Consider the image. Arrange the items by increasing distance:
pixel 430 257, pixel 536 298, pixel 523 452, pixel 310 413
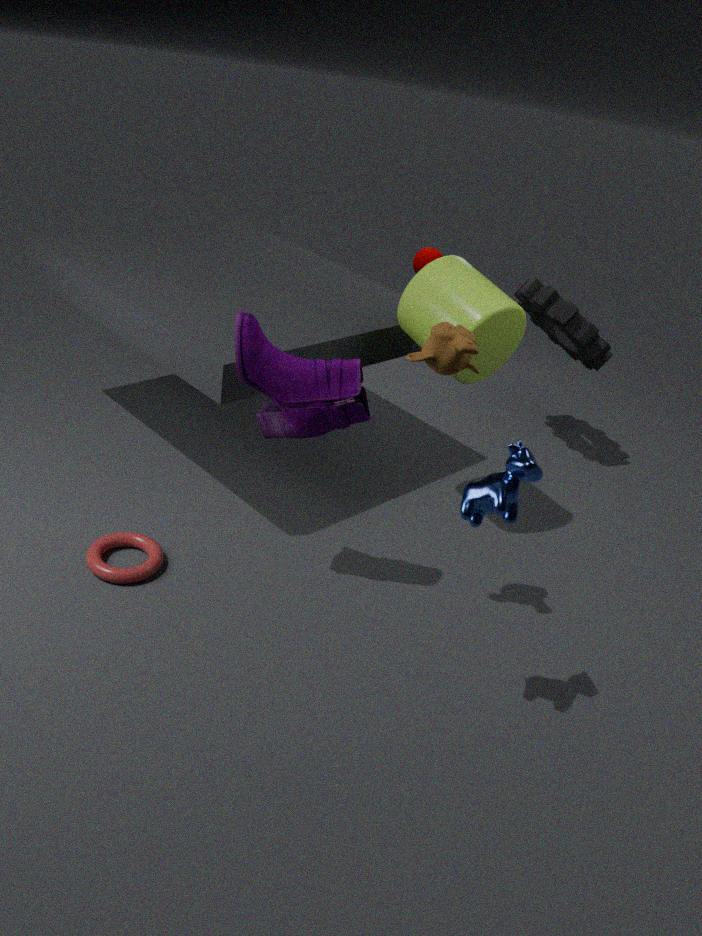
1. pixel 523 452
2. pixel 310 413
3. pixel 536 298
4. pixel 430 257
